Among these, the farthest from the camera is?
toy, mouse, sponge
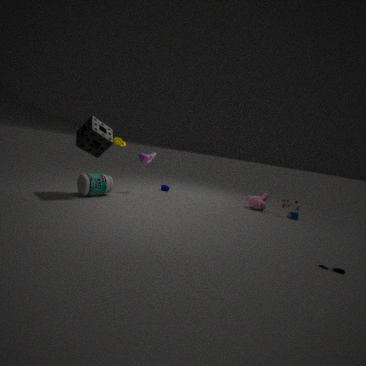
toy
